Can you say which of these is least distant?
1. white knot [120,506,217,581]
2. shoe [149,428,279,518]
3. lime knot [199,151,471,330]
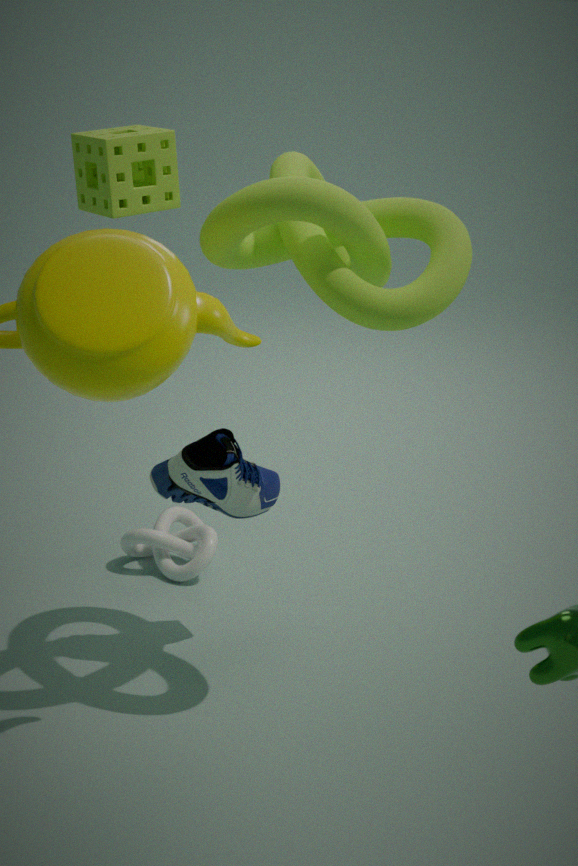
lime knot [199,151,471,330]
